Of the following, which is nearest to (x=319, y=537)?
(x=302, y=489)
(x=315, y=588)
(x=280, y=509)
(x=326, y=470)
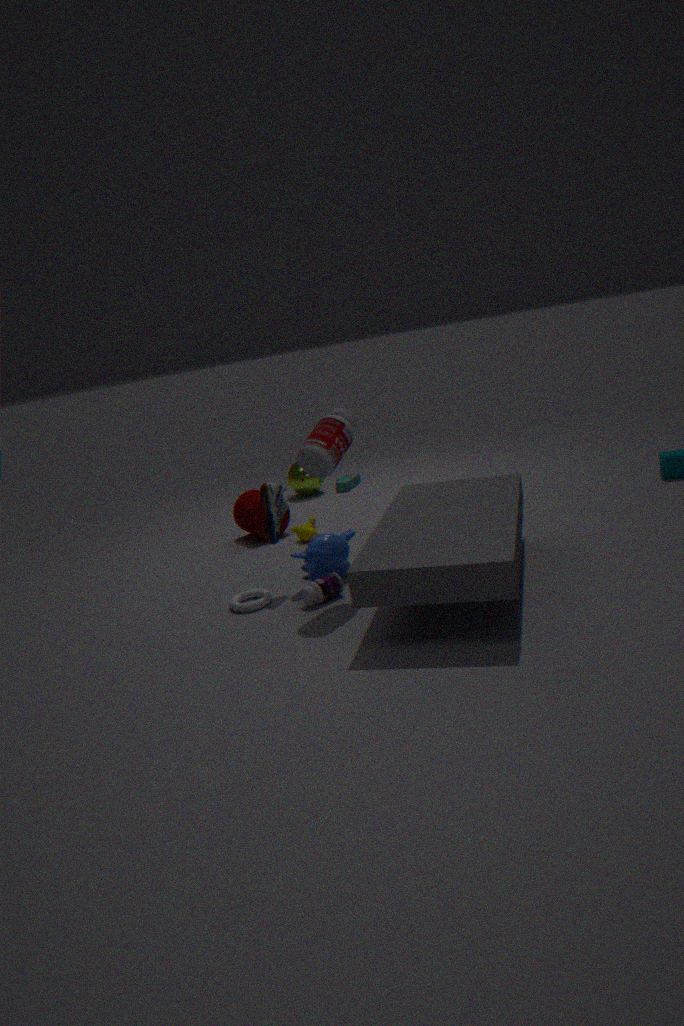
(x=315, y=588)
